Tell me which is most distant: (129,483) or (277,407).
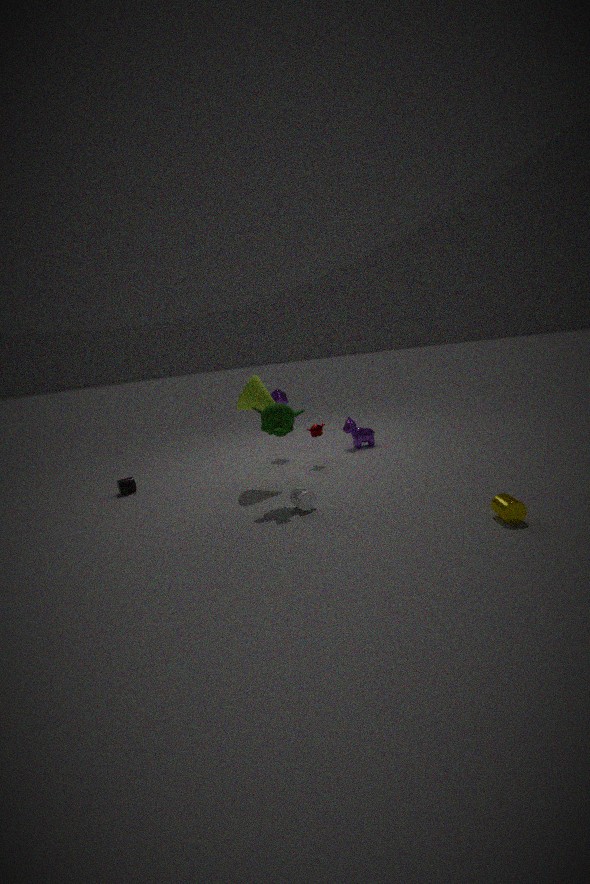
(129,483)
